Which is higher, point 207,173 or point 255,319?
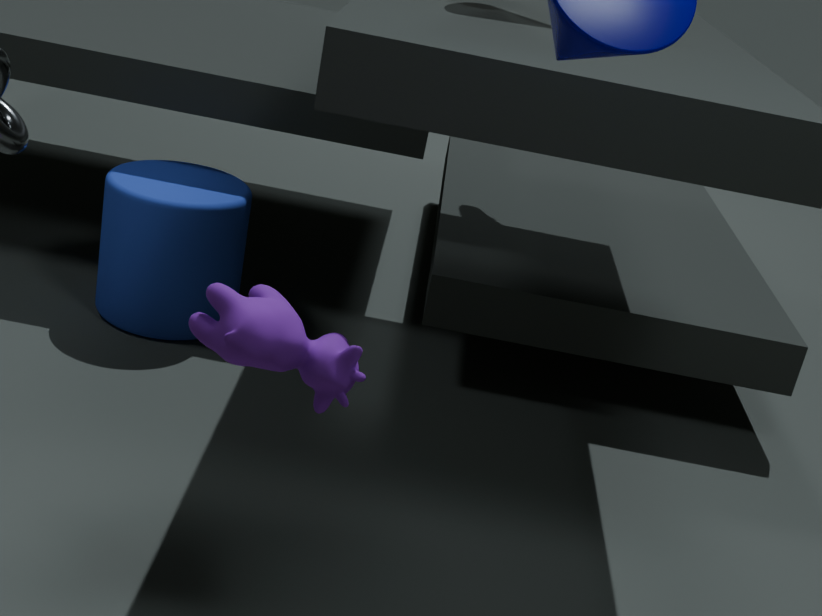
point 255,319
